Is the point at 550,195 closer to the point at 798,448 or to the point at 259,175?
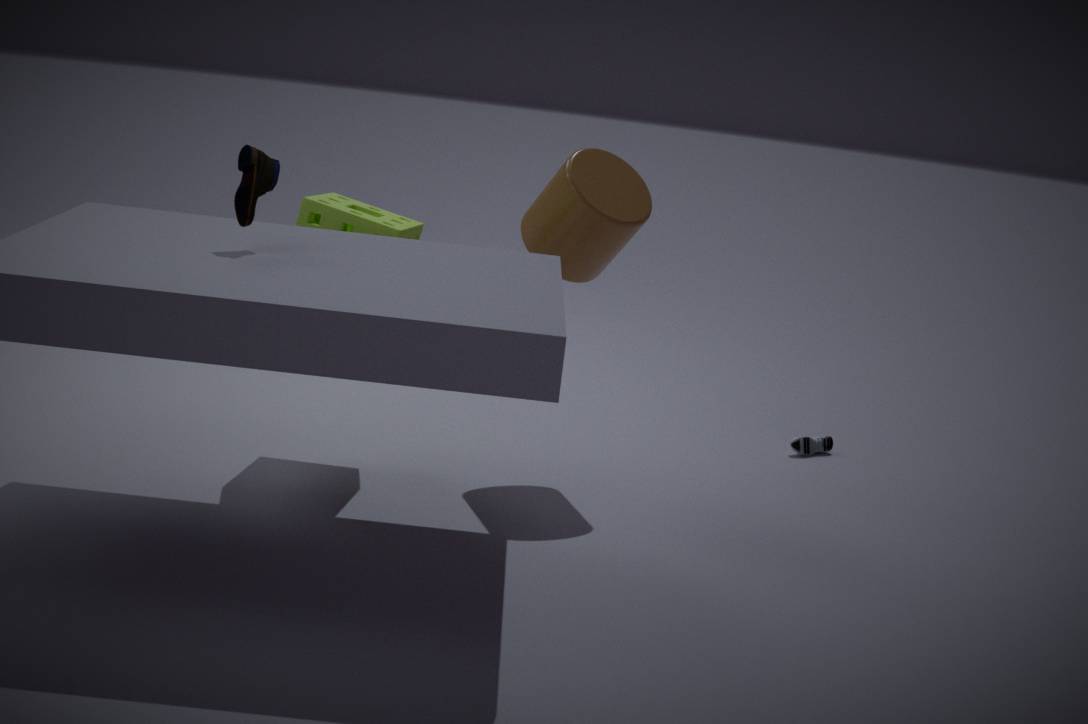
the point at 259,175
